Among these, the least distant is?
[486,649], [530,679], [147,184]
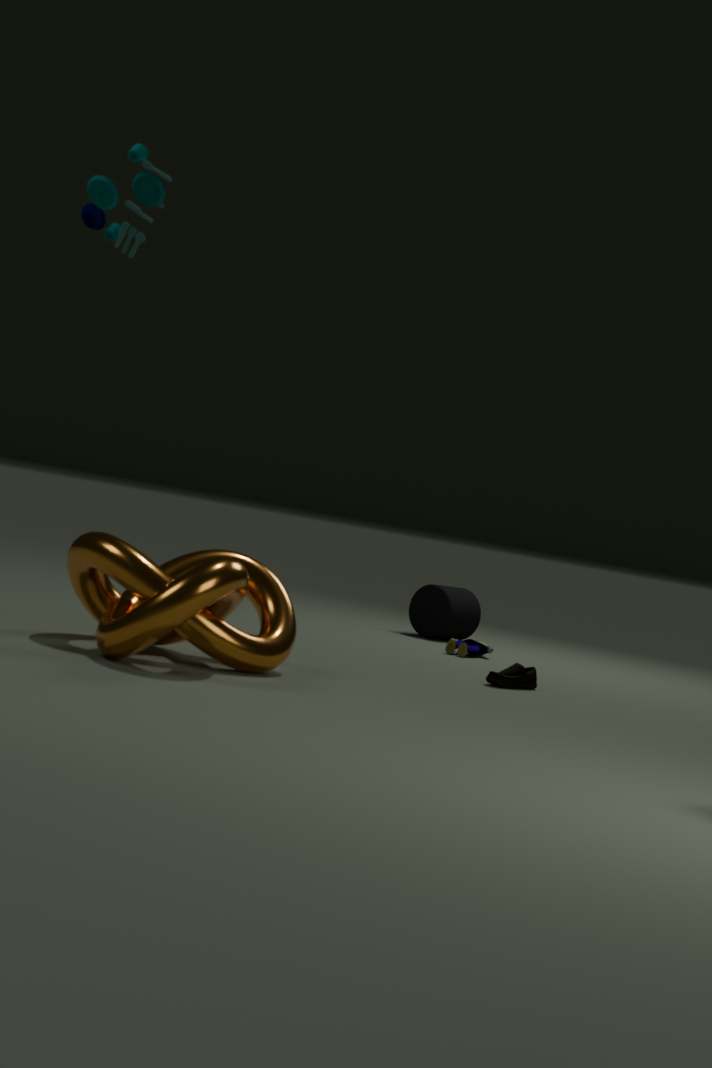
[147,184]
